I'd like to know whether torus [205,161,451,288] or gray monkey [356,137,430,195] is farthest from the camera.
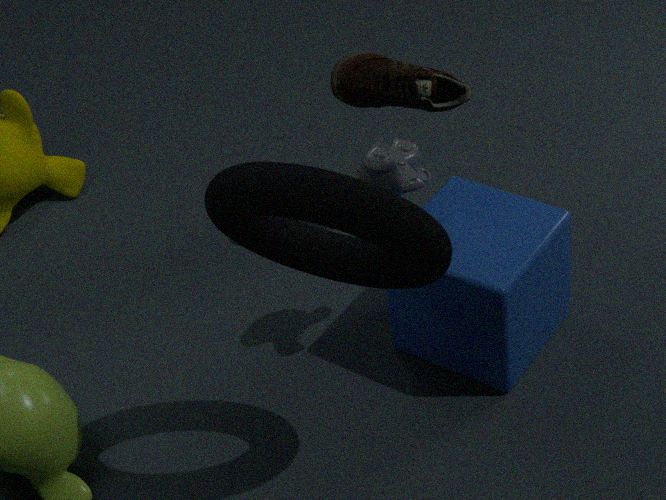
gray monkey [356,137,430,195]
